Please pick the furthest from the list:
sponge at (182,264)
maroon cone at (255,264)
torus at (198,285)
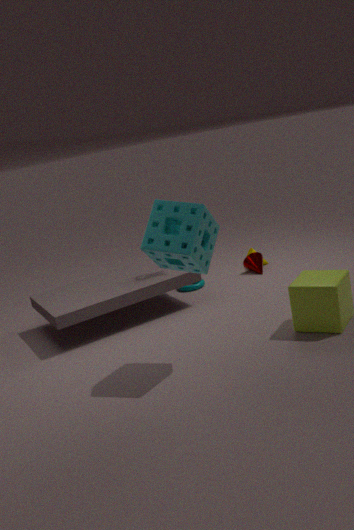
maroon cone at (255,264)
